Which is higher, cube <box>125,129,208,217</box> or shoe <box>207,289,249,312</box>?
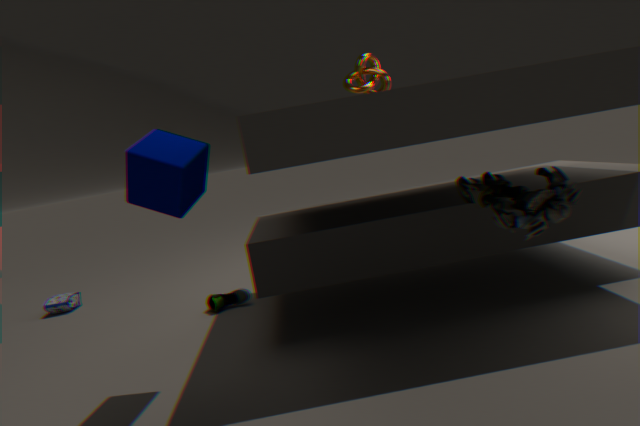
cube <box>125,129,208,217</box>
